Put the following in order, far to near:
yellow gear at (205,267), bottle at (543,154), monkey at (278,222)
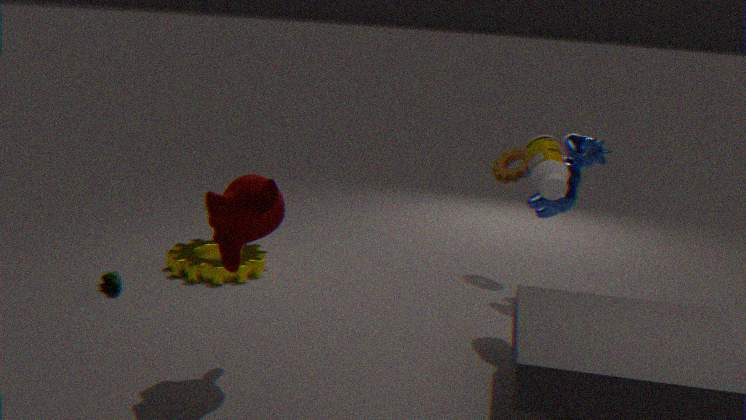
yellow gear at (205,267) < bottle at (543,154) < monkey at (278,222)
